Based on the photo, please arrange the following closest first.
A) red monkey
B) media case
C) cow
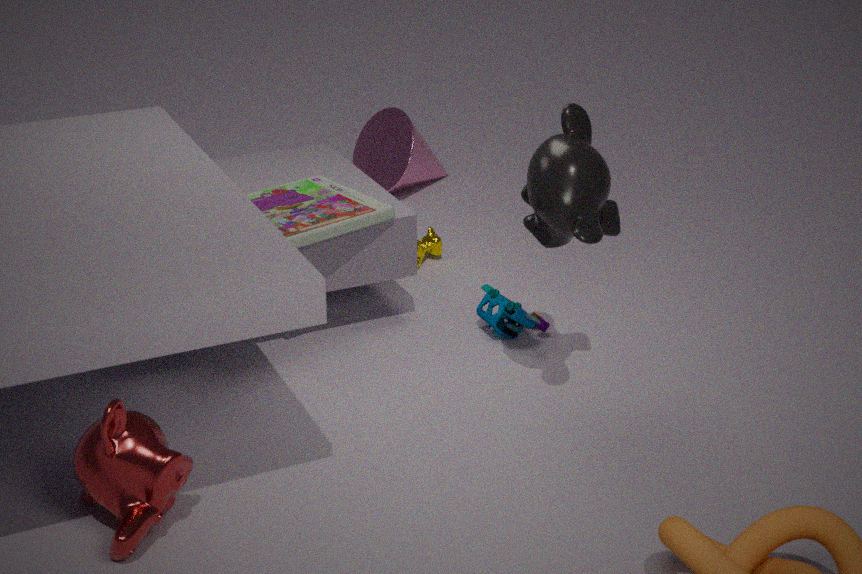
red monkey
media case
cow
